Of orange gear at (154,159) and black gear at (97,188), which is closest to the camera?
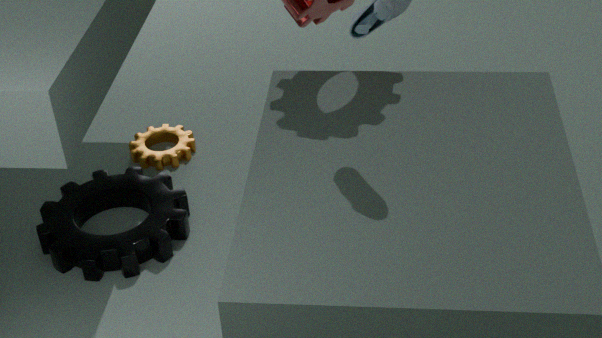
black gear at (97,188)
